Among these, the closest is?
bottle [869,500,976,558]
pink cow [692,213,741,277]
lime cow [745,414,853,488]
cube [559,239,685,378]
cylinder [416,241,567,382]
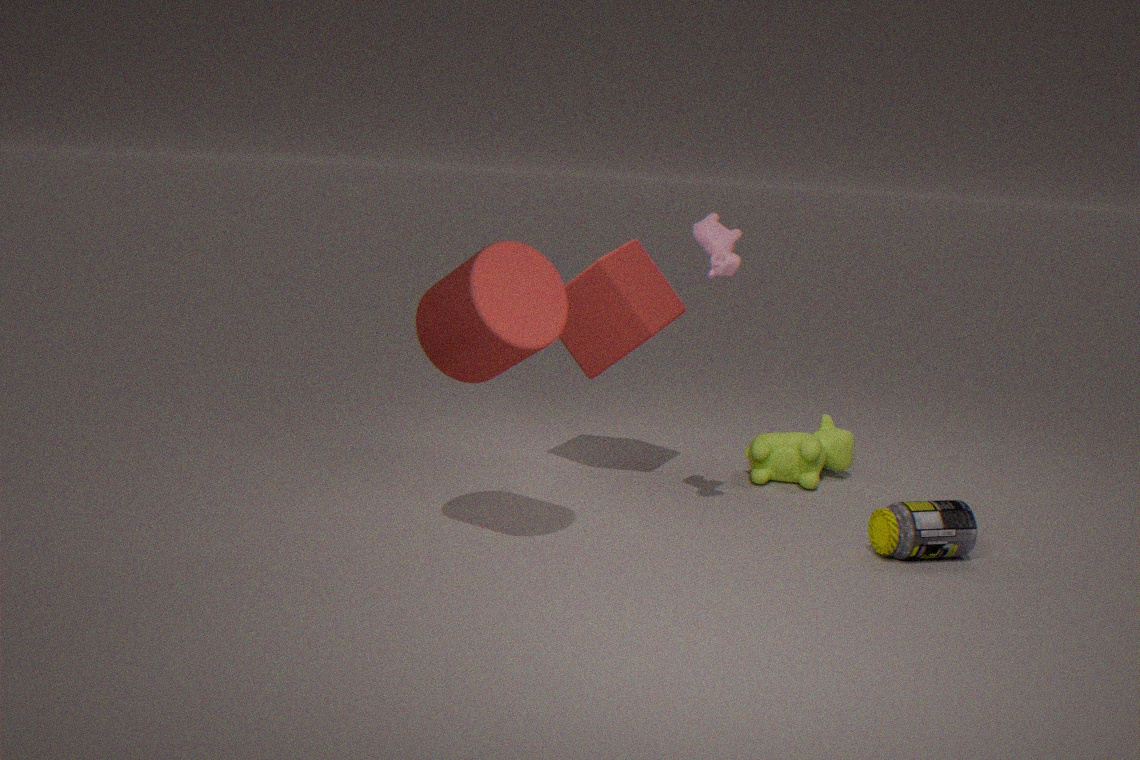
cylinder [416,241,567,382]
